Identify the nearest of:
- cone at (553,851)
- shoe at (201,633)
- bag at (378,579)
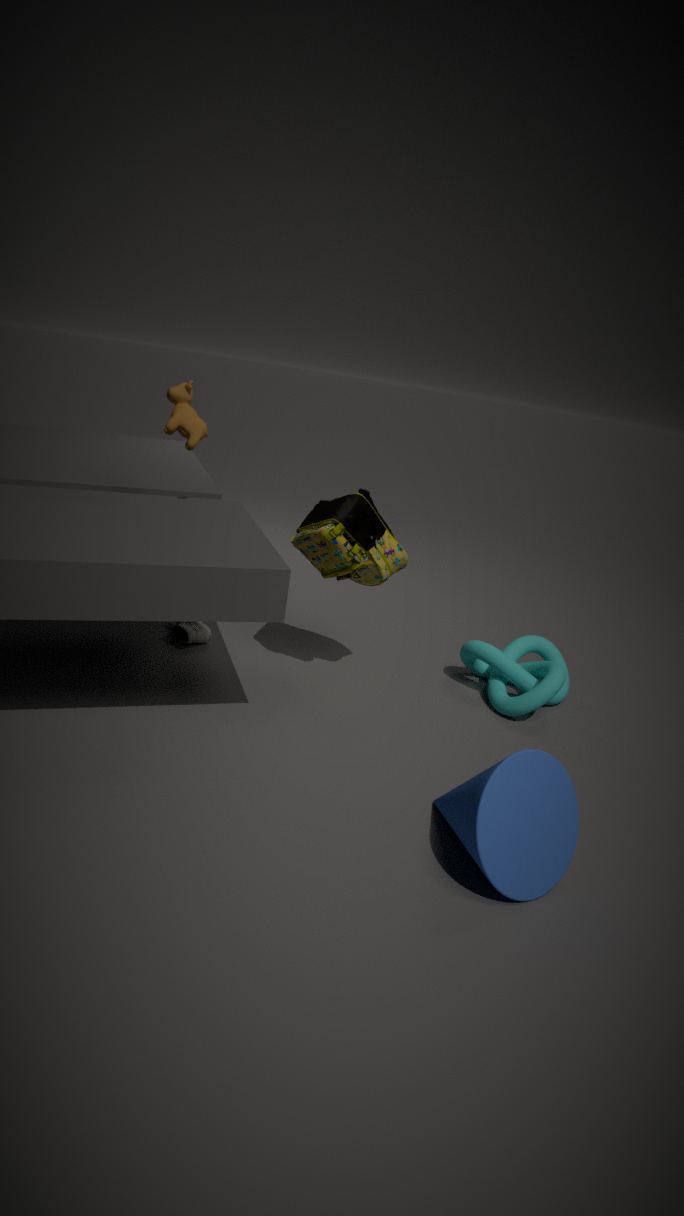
cone at (553,851)
